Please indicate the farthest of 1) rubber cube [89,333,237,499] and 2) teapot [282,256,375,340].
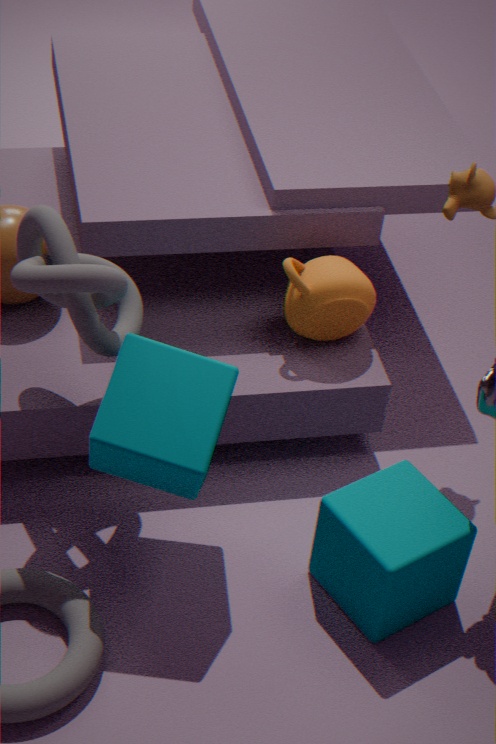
2. teapot [282,256,375,340]
